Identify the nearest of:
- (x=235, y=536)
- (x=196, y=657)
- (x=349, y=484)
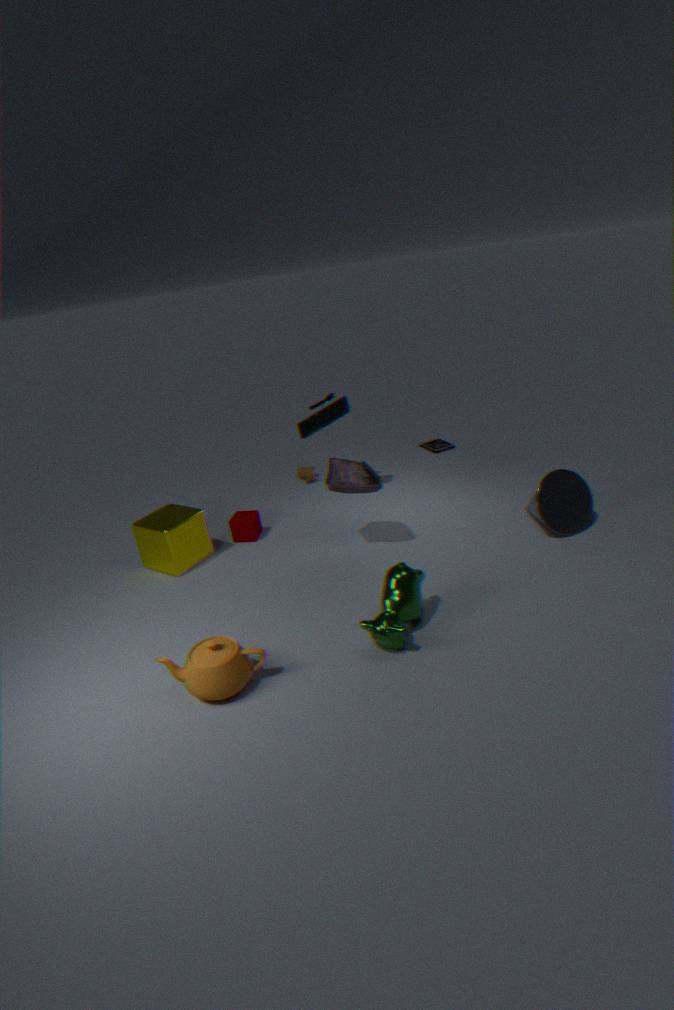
(x=196, y=657)
